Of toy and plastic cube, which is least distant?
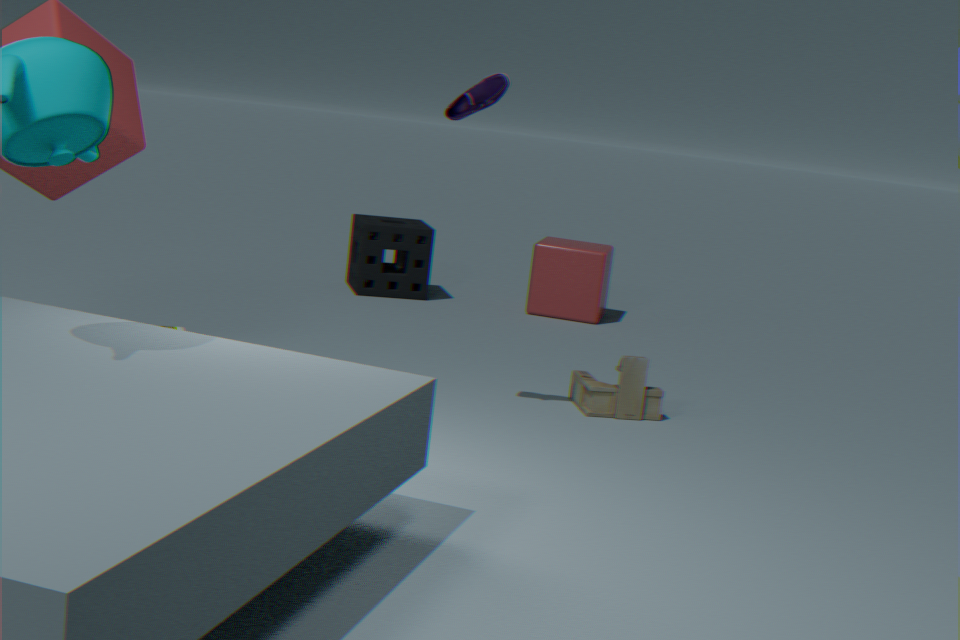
toy
